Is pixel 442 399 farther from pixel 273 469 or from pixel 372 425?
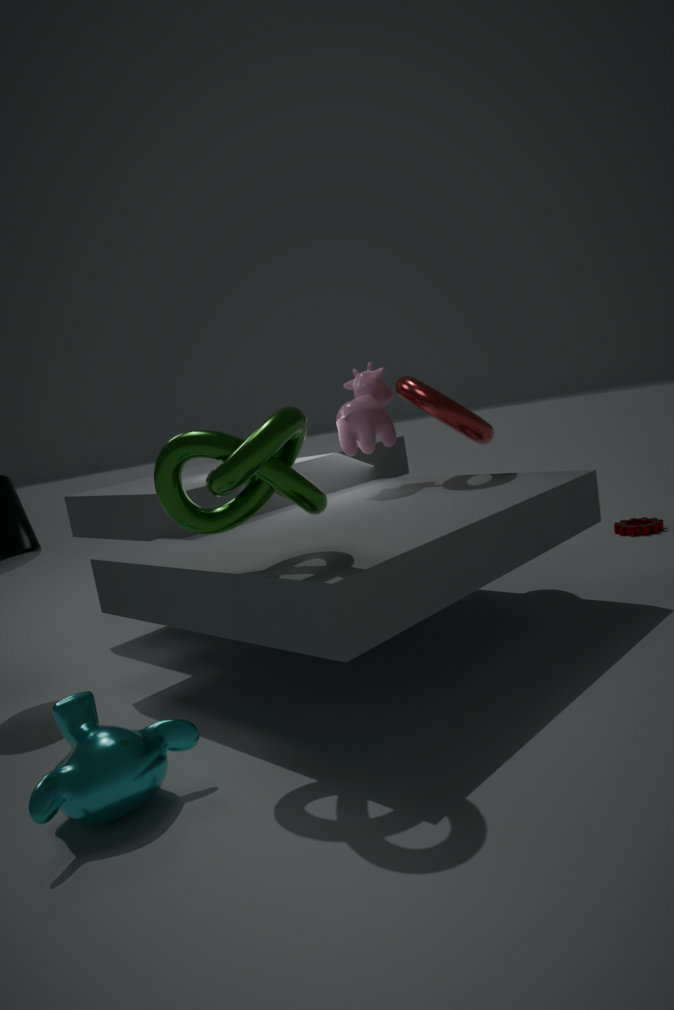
pixel 273 469
